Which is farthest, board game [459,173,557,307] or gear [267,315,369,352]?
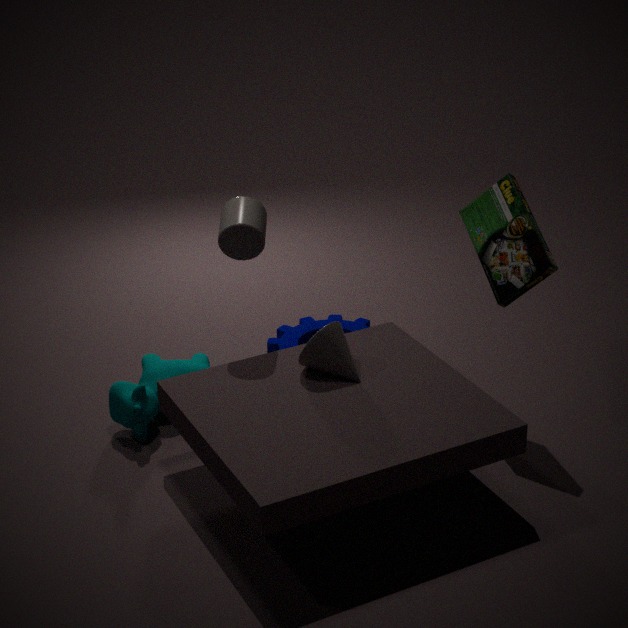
gear [267,315,369,352]
